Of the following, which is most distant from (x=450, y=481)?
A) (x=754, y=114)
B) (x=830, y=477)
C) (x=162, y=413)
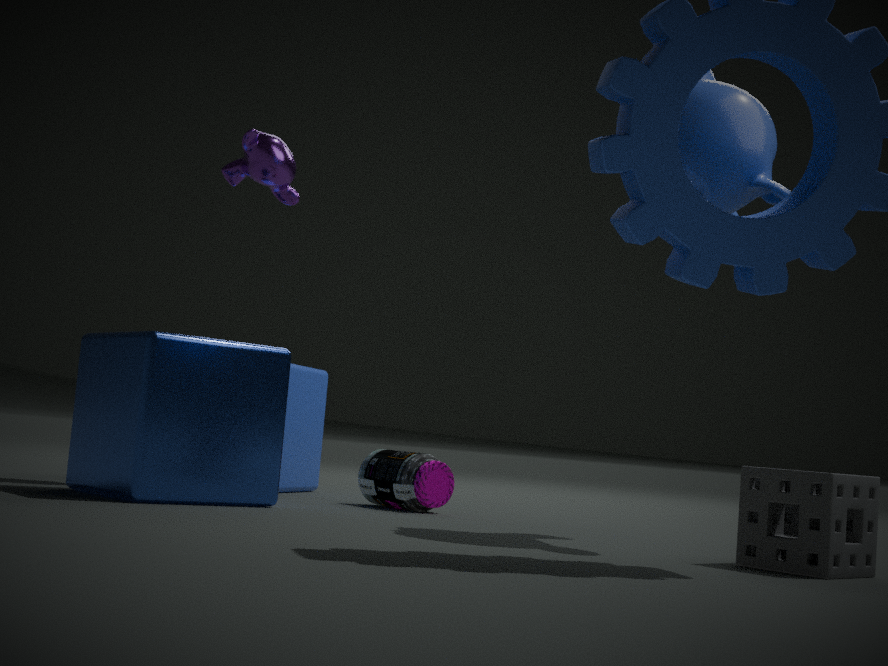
(x=830, y=477)
